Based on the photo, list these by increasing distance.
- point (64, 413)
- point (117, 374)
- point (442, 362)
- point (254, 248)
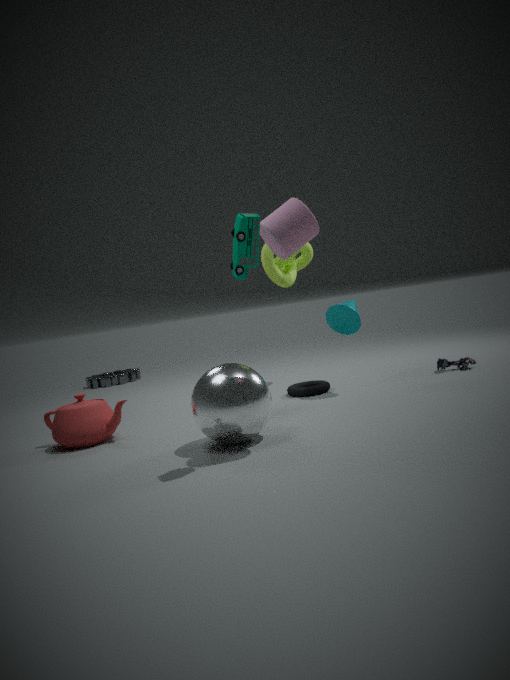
point (254, 248)
point (64, 413)
point (442, 362)
point (117, 374)
